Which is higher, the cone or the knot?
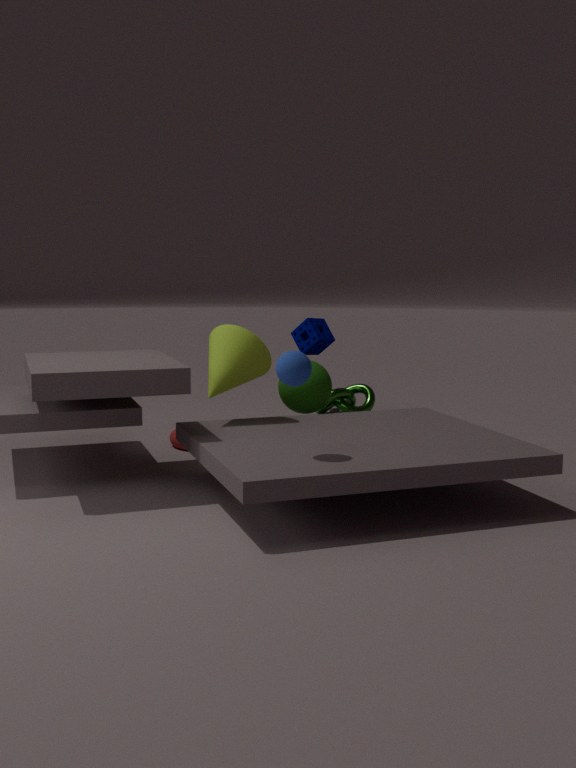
the cone
